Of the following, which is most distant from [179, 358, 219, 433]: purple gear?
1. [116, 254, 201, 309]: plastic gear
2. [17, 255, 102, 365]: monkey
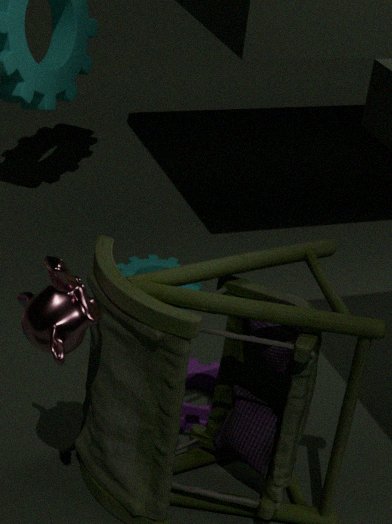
[17, 255, 102, 365]: monkey
